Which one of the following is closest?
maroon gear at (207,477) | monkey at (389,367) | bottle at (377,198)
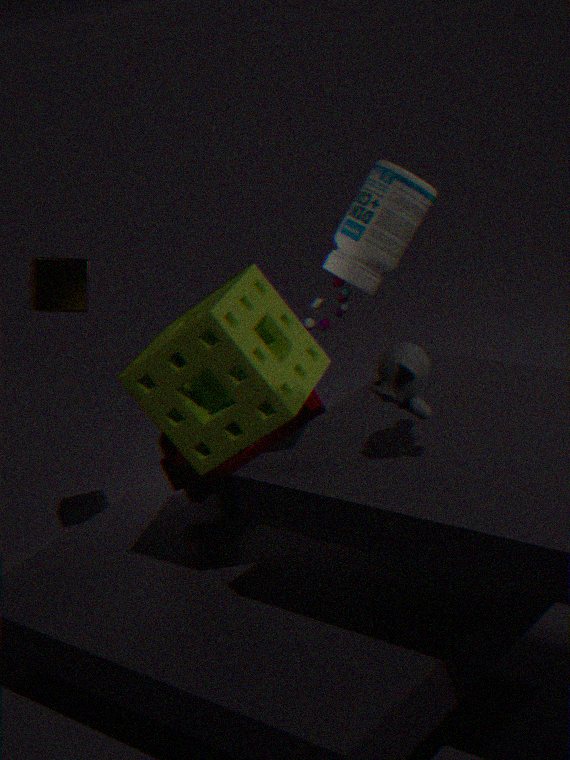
monkey at (389,367)
